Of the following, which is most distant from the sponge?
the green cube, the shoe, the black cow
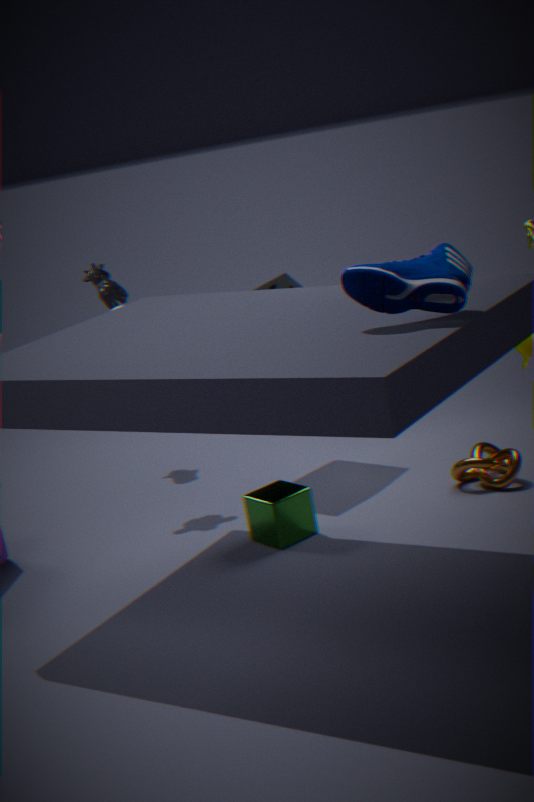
the shoe
